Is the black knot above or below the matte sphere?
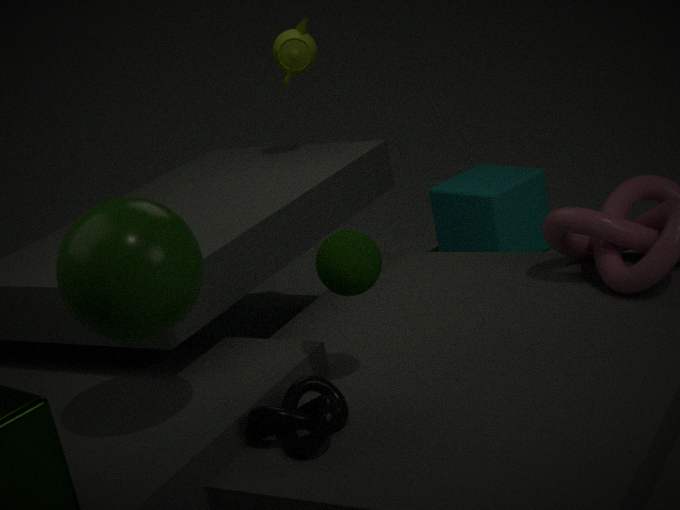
below
